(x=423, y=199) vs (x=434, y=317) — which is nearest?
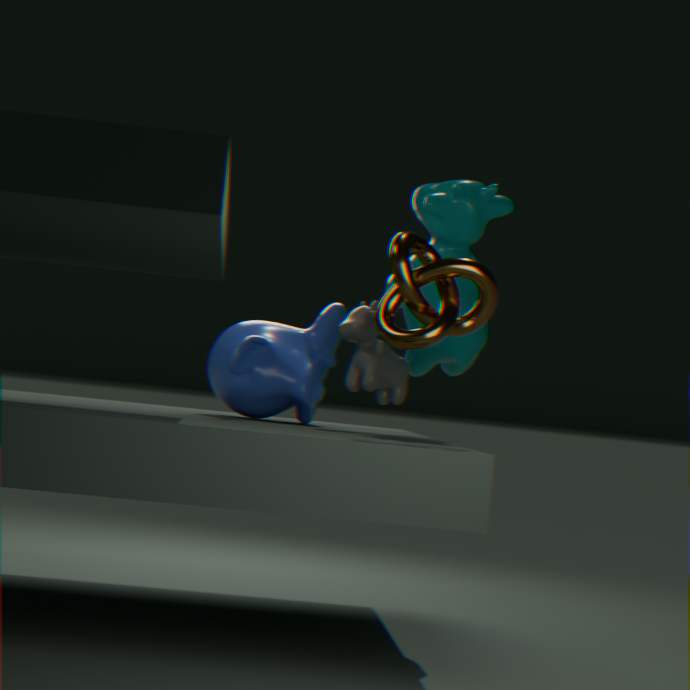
(x=434, y=317)
